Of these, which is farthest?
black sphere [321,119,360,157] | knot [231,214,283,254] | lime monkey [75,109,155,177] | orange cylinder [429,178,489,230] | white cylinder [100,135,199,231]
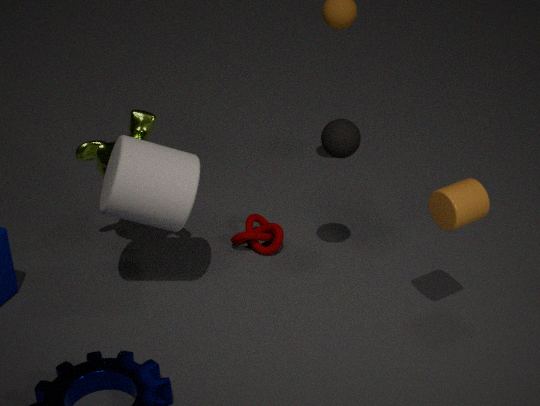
knot [231,214,283,254]
